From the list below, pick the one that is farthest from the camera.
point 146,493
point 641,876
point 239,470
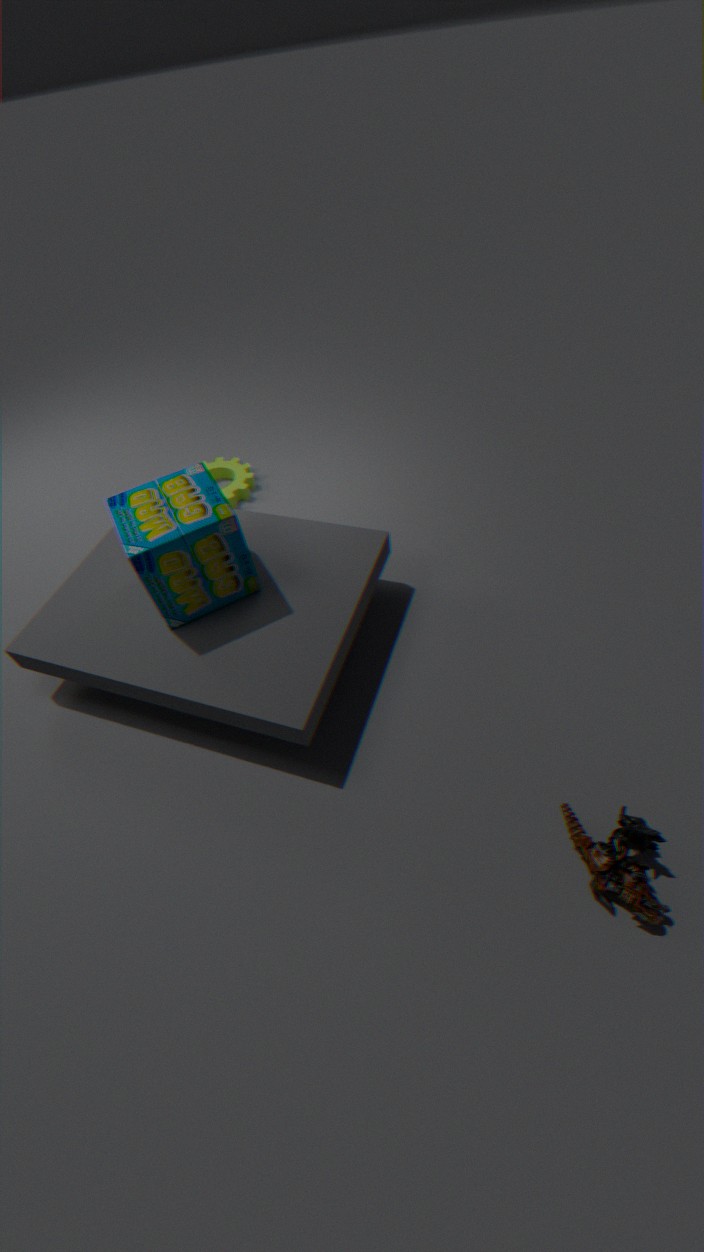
point 239,470
